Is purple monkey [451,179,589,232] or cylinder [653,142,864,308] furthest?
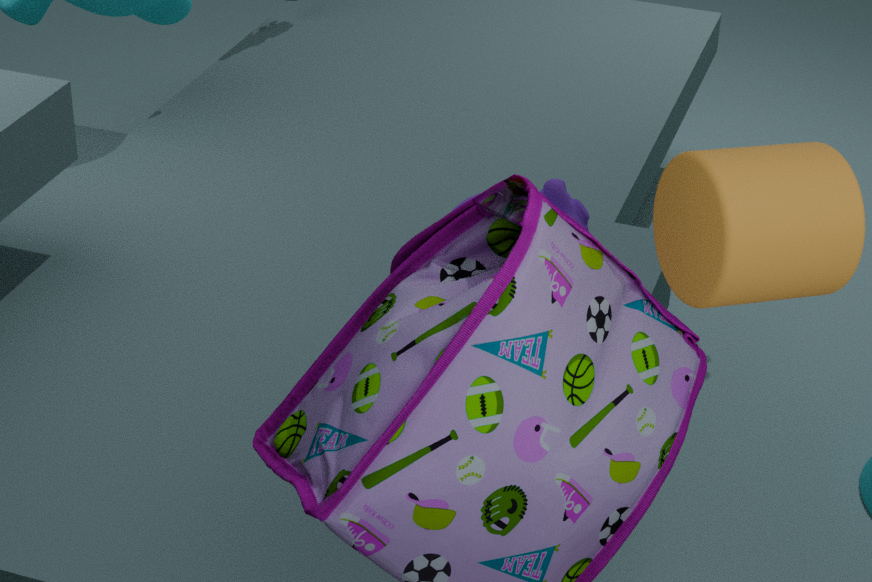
purple monkey [451,179,589,232]
